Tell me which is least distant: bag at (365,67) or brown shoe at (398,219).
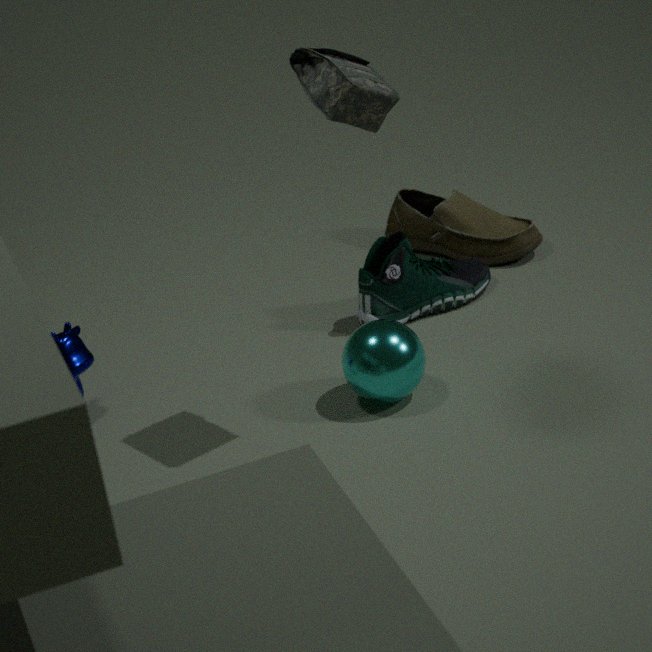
bag at (365,67)
